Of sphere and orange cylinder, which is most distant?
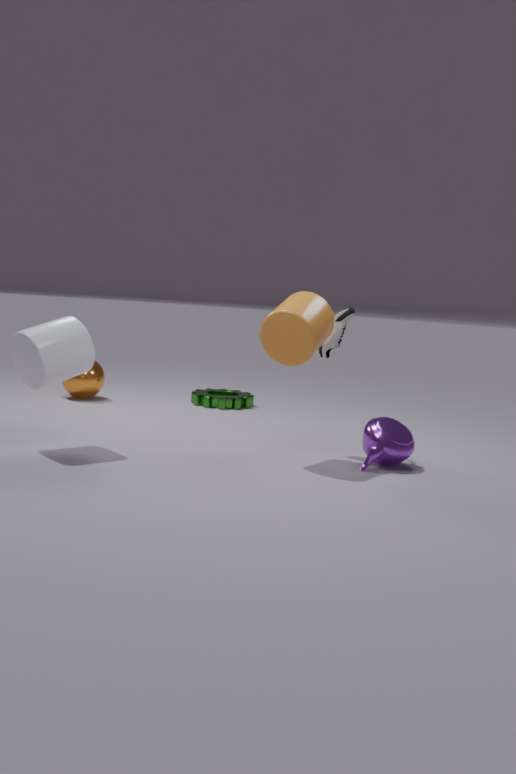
sphere
